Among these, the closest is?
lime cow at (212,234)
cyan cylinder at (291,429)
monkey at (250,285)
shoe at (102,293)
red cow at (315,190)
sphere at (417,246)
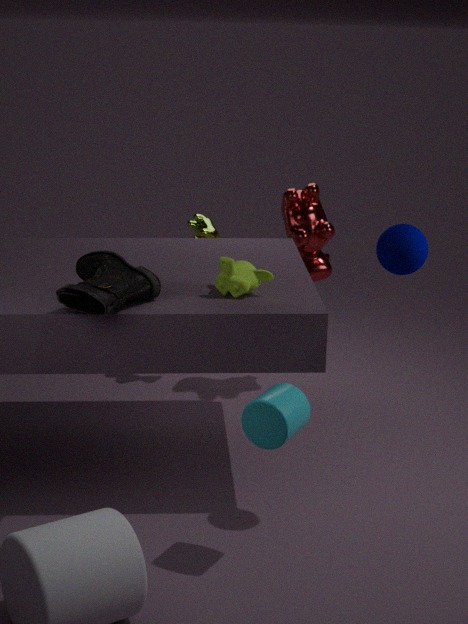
cyan cylinder at (291,429)
